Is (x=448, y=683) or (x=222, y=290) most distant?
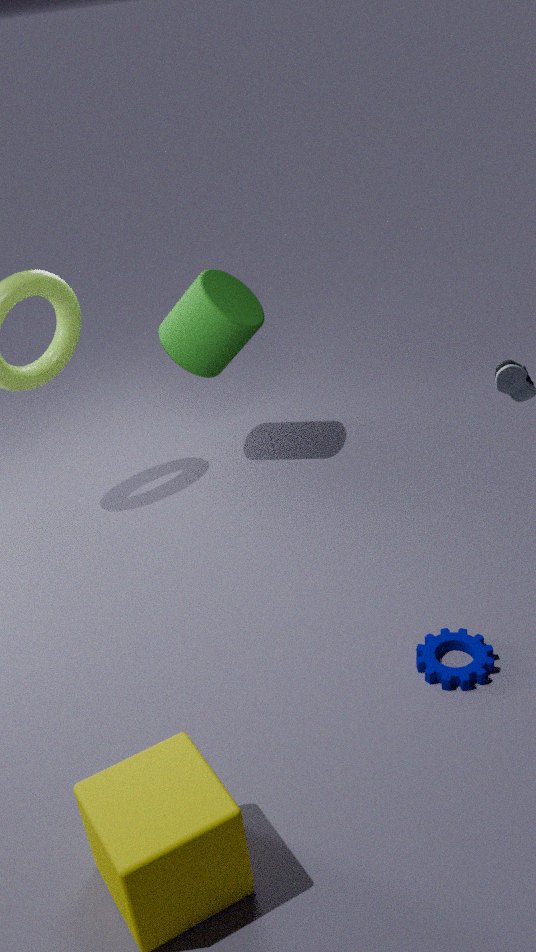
(x=222, y=290)
